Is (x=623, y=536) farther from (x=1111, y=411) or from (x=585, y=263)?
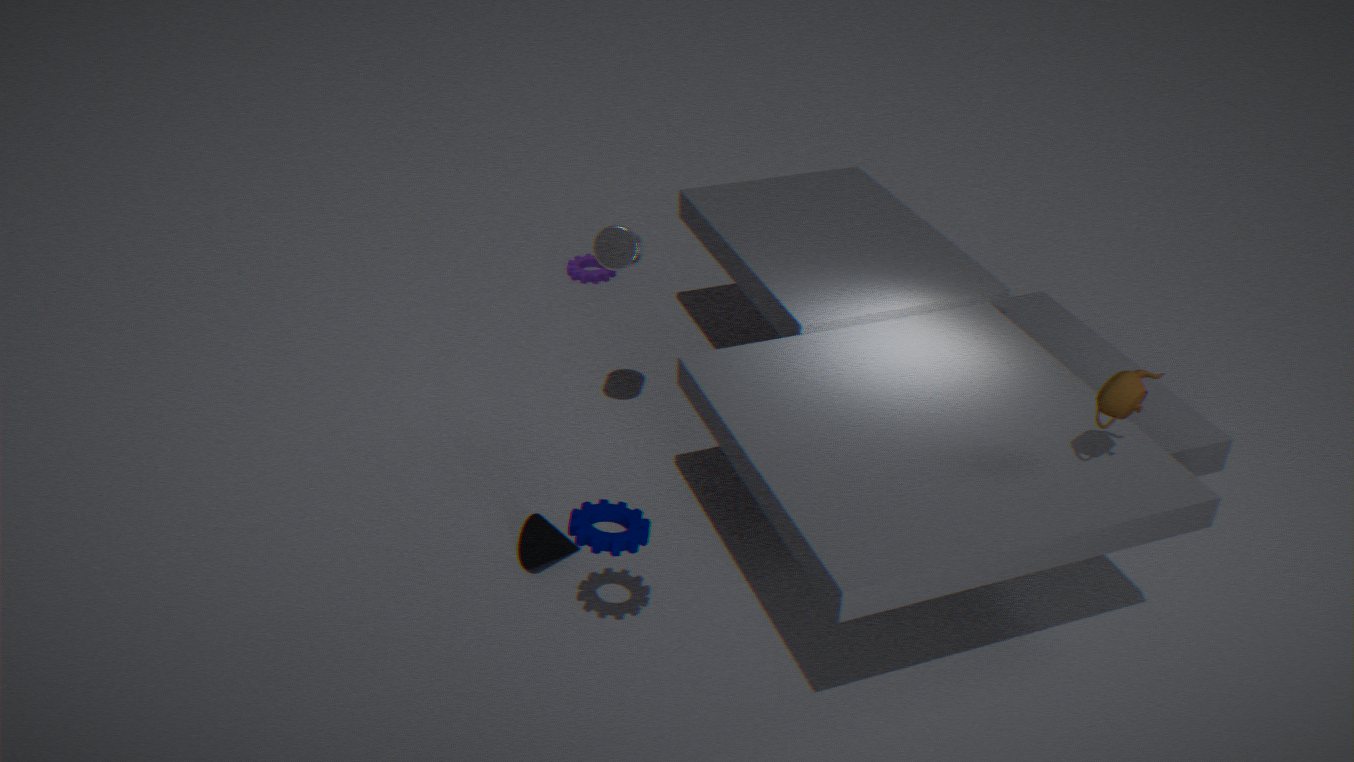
(x=585, y=263)
